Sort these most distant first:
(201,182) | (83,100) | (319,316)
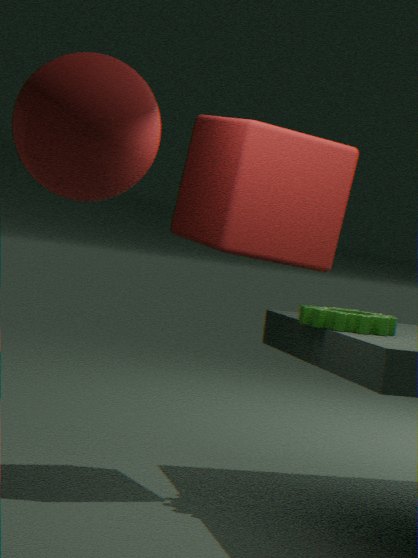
(201,182) → (319,316) → (83,100)
